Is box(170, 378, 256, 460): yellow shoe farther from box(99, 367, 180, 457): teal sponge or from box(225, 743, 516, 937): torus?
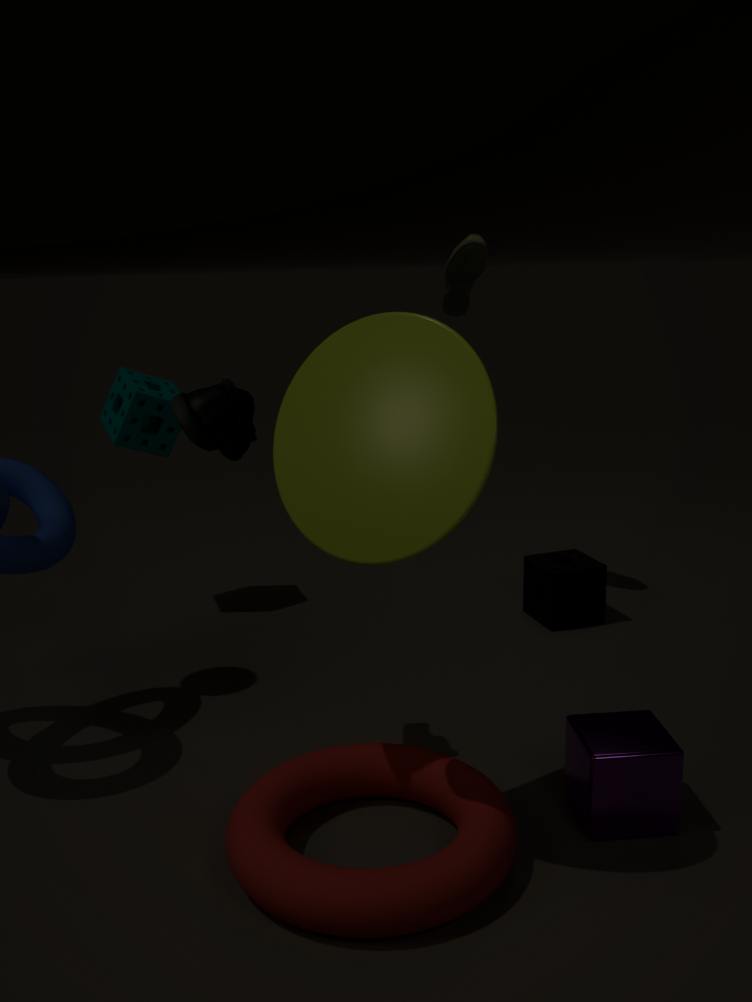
box(99, 367, 180, 457): teal sponge
